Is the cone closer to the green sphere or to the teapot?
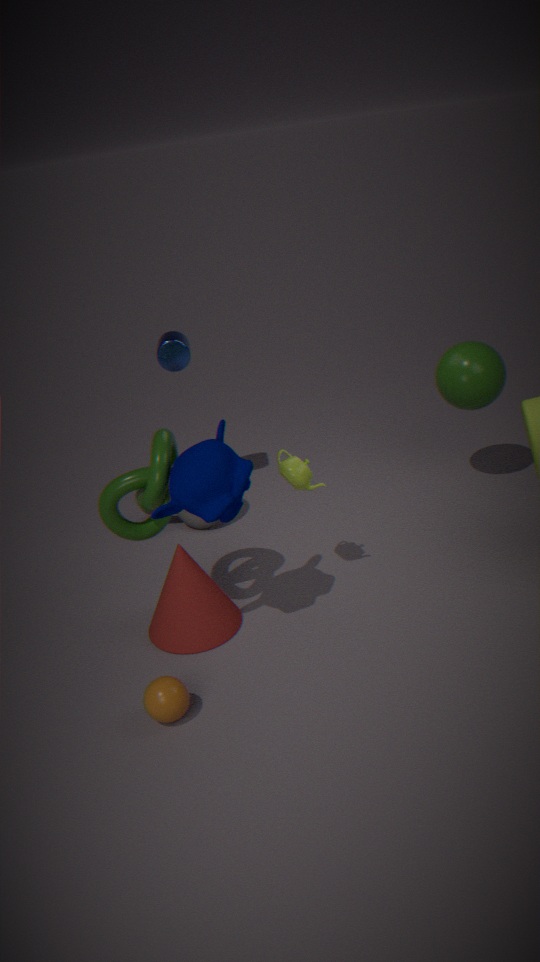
the teapot
